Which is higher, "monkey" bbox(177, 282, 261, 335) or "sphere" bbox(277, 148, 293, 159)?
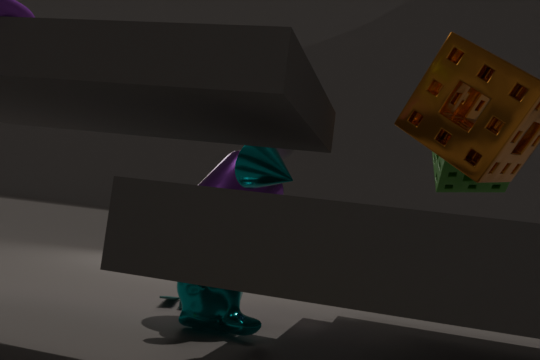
"sphere" bbox(277, 148, 293, 159)
